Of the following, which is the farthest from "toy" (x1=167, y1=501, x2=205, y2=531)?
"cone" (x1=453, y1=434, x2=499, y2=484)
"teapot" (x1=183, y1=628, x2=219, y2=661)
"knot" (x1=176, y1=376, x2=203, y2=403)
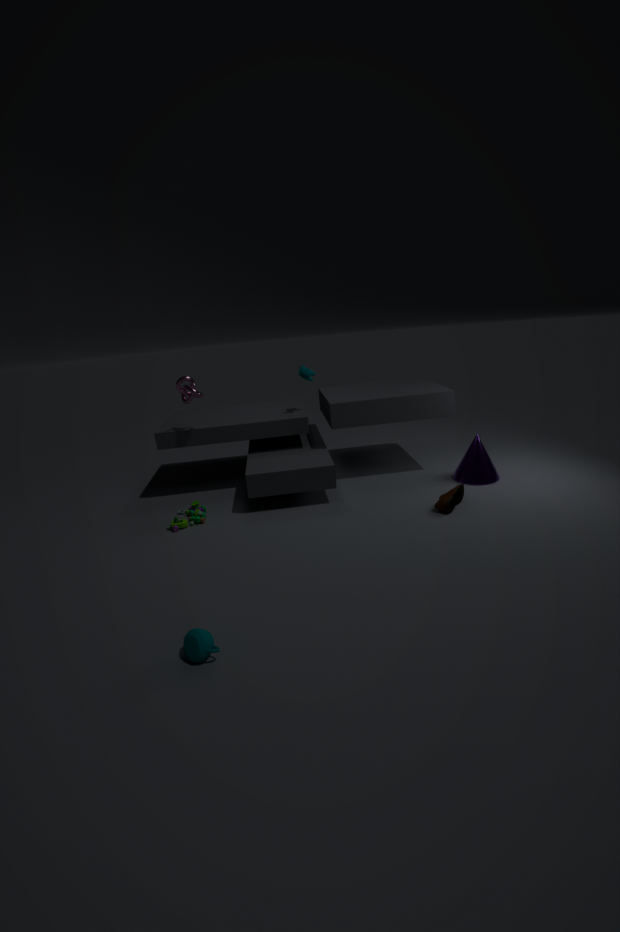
"cone" (x1=453, y1=434, x2=499, y2=484)
